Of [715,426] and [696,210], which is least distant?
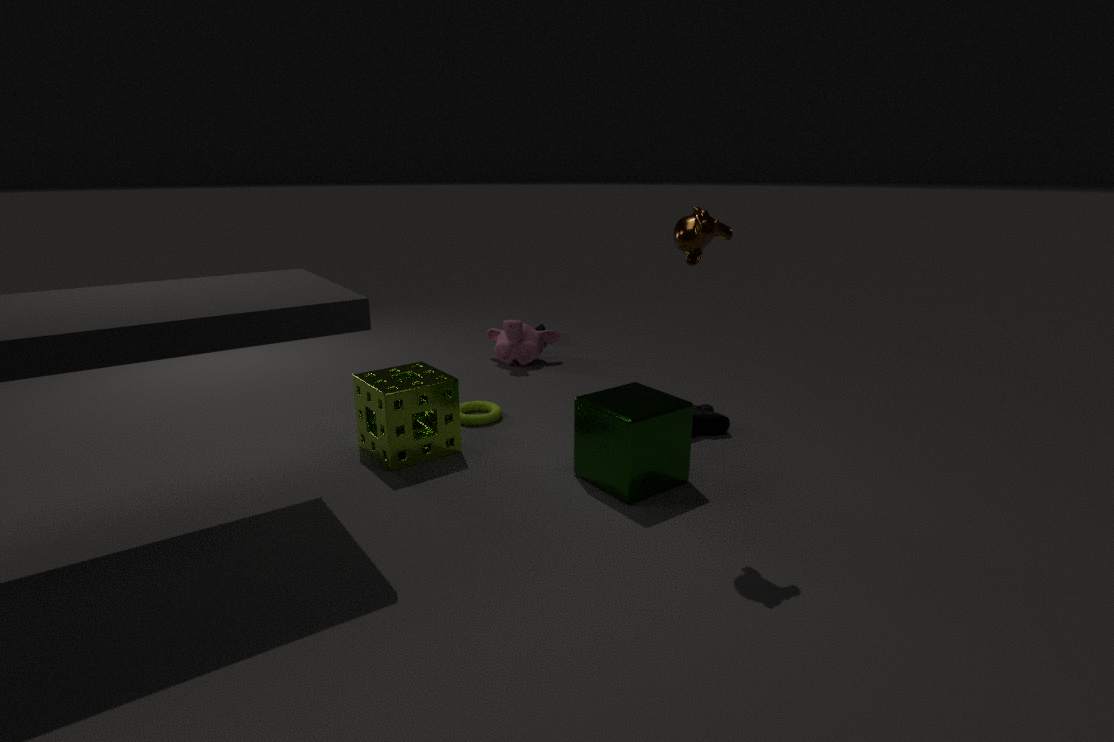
[696,210]
